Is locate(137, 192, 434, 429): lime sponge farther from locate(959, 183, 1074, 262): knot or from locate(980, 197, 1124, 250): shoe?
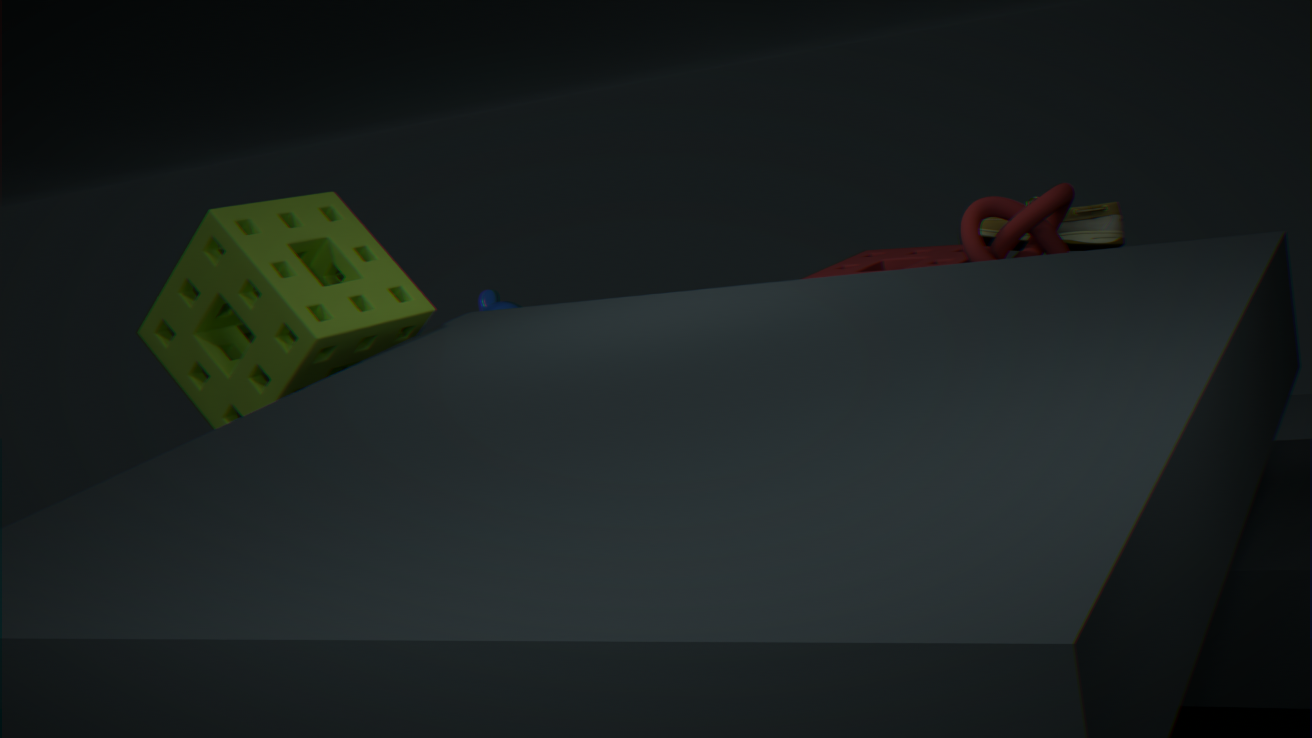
locate(980, 197, 1124, 250): shoe
